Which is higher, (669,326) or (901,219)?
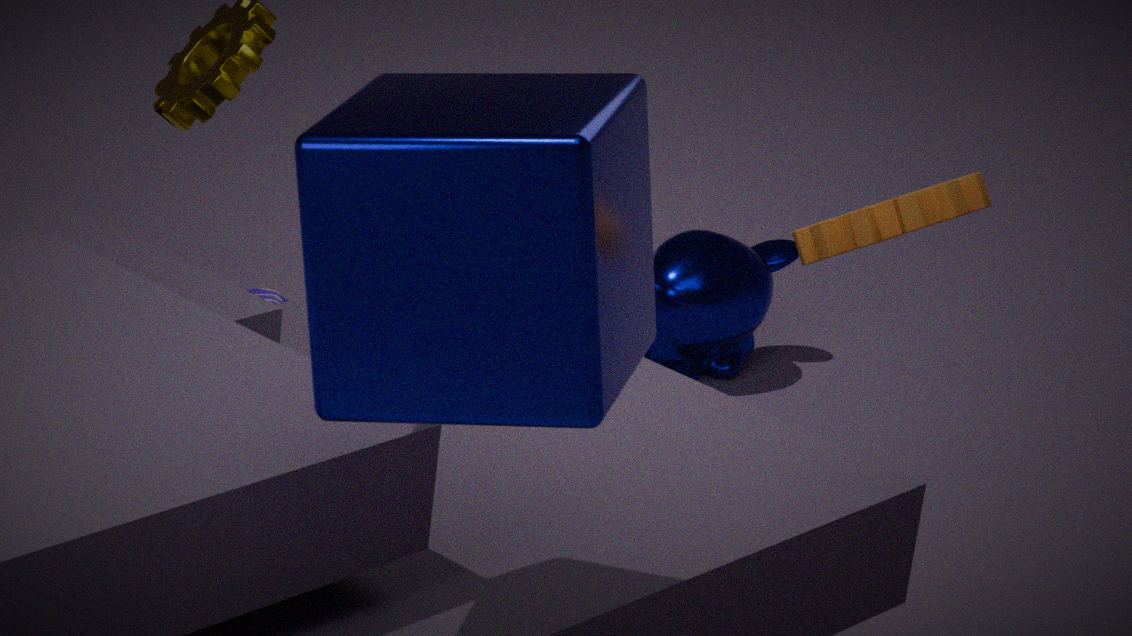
(901,219)
